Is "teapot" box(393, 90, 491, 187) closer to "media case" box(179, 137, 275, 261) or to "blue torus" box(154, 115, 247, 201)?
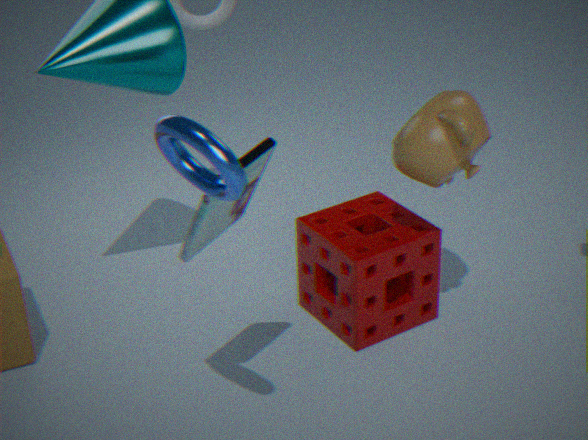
"media case" box(179, 137, 275, 261)
